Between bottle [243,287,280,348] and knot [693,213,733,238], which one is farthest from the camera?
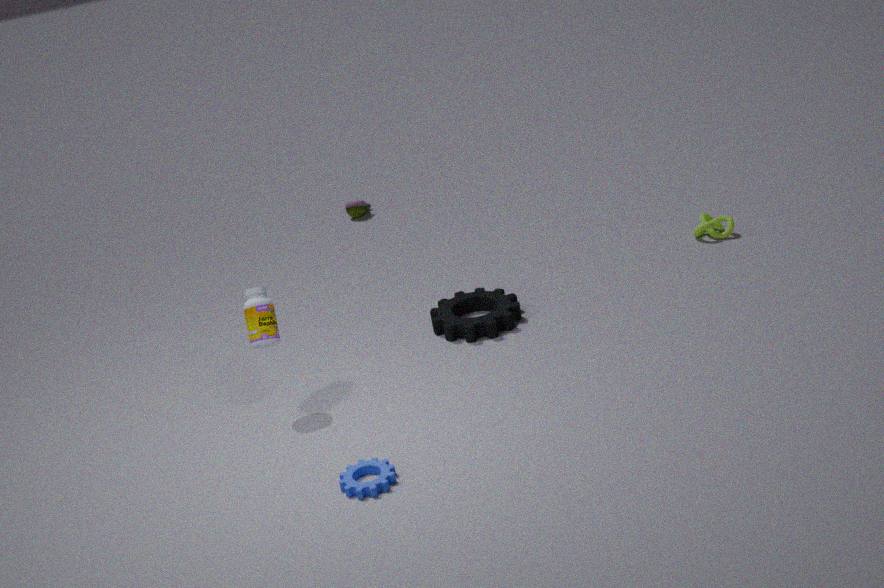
knot [693,213,733,238]
